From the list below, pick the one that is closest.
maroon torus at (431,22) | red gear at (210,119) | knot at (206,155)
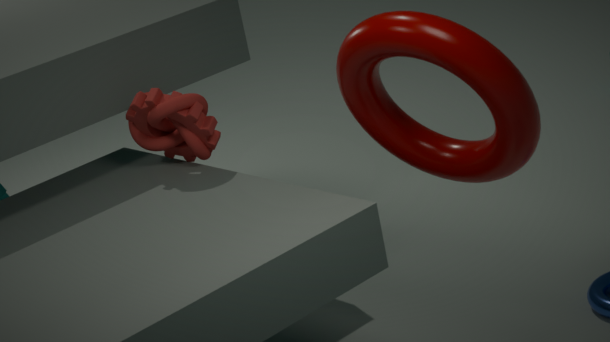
maroon torus at (431,22)
